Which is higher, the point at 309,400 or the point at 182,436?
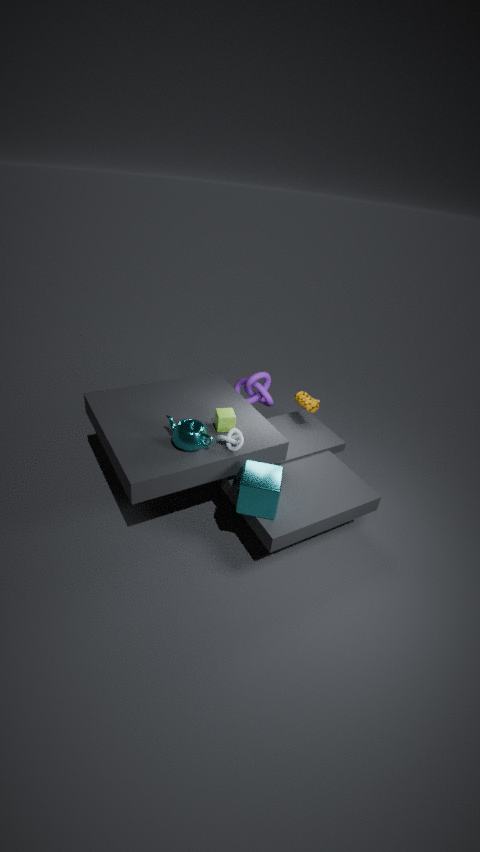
the point at 182,436
